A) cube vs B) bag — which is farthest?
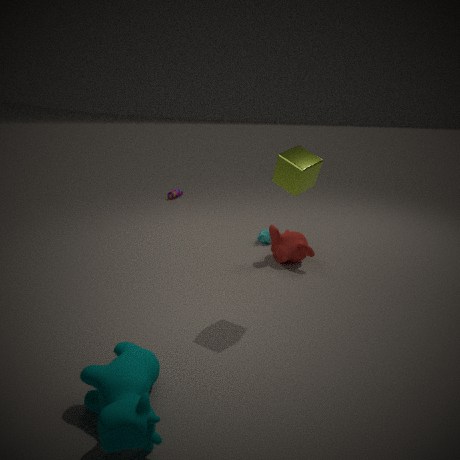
B. bag
